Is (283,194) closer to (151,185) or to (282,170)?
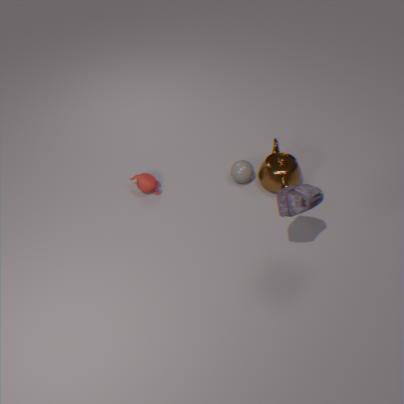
(282,170)
